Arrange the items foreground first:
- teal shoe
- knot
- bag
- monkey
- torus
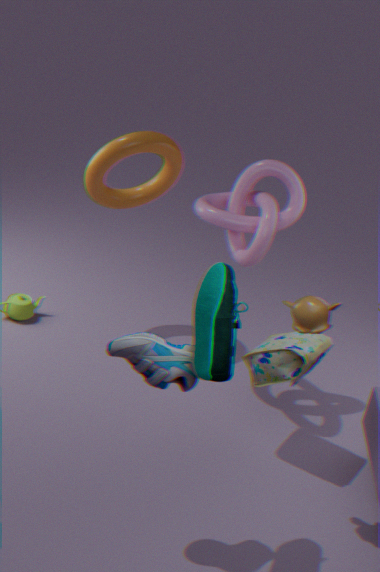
teal shoe
monkey
bag
knot
torus
